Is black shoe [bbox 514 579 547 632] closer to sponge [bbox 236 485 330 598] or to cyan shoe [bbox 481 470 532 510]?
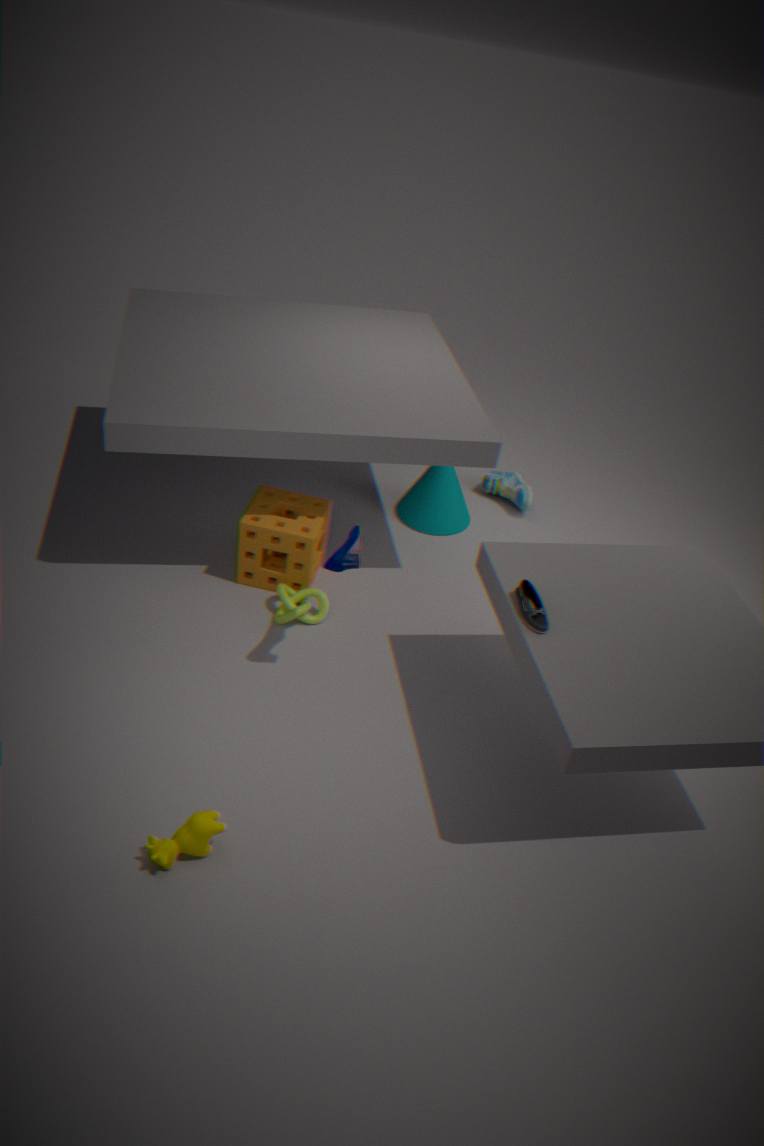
sponge [bbox 236 485 330 598]
